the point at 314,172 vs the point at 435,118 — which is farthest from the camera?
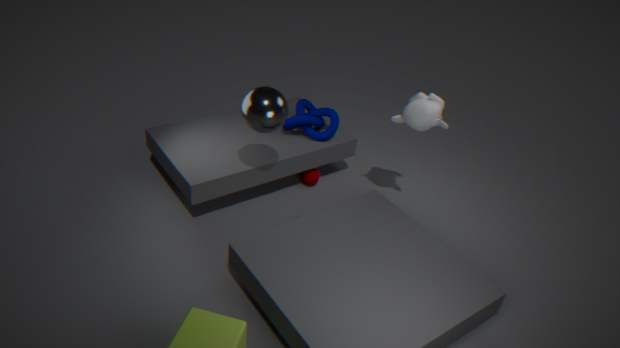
the point at 314,172
